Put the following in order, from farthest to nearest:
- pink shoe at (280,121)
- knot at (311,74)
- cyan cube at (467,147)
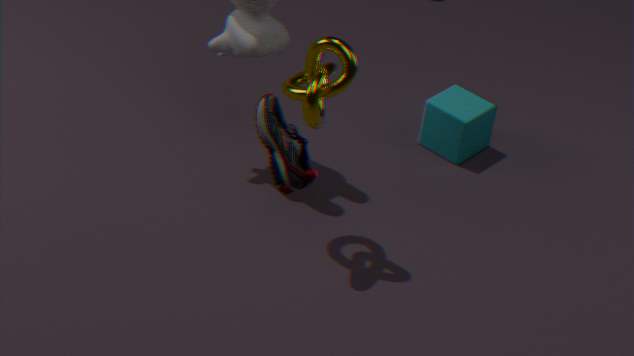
cyan cube at (467,147) → knot at (311,74) → pink shoe at (280,121)
